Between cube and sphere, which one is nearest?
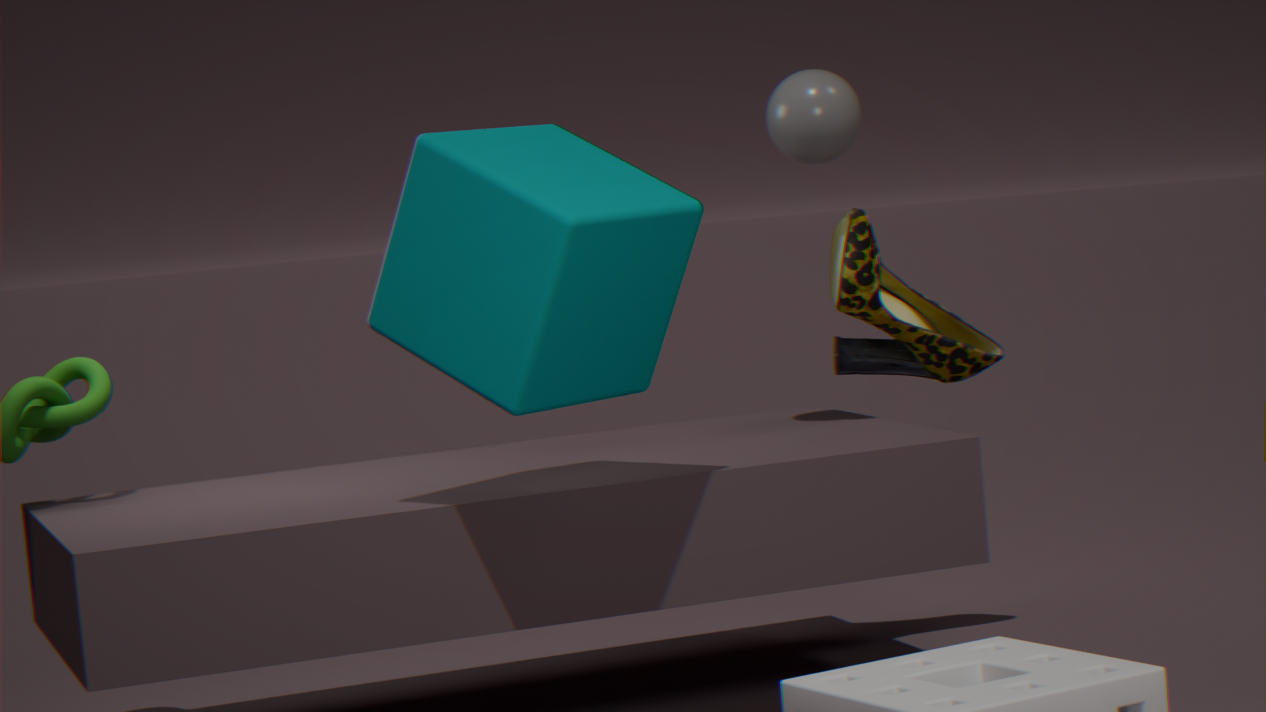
cube
